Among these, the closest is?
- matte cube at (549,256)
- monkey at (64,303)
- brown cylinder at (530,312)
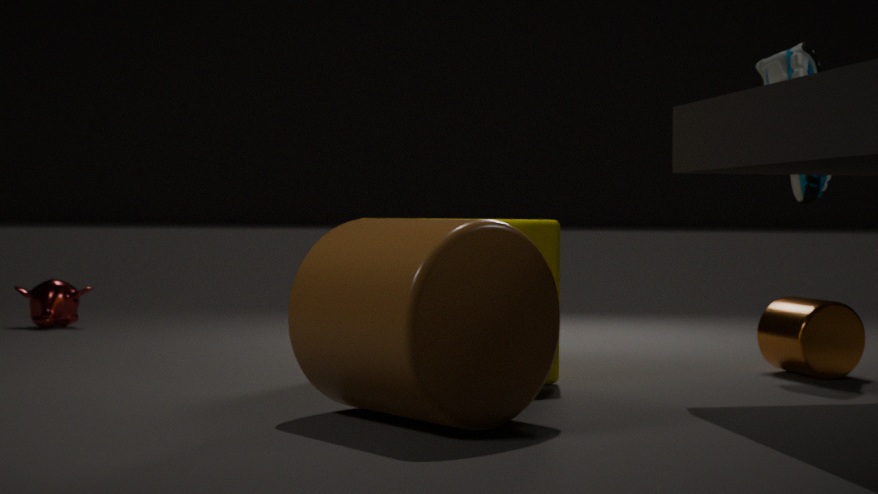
brown cylinder at (530,312)
